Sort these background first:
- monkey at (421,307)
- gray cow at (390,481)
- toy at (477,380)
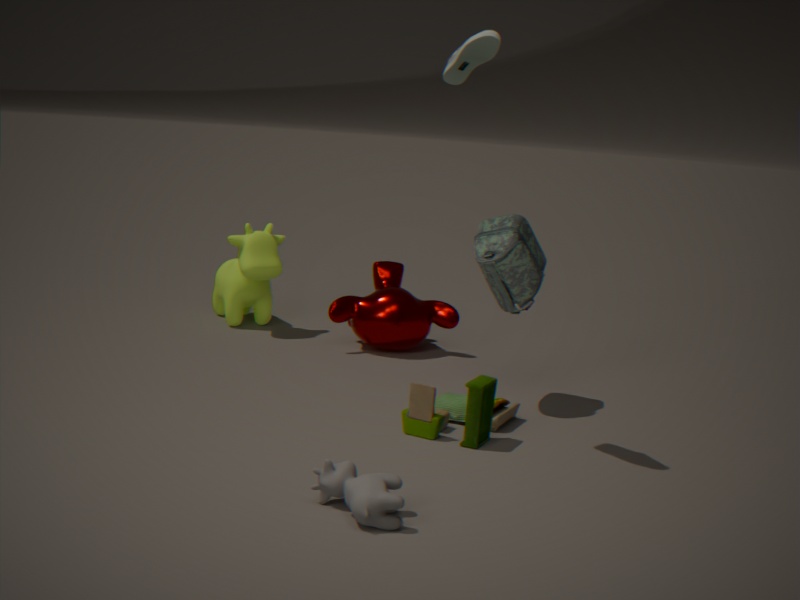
monkey at (421,307) → toy at (477,380) → gray cow at (390,481)
